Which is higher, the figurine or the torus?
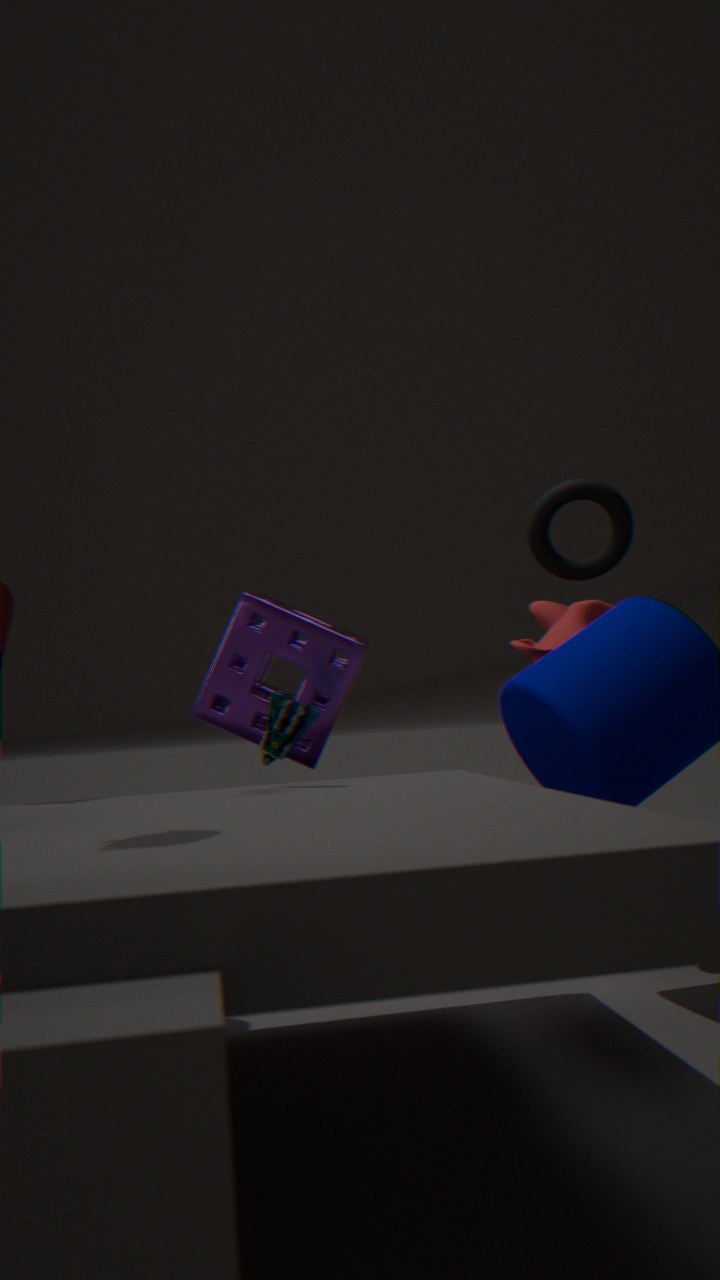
the torus
